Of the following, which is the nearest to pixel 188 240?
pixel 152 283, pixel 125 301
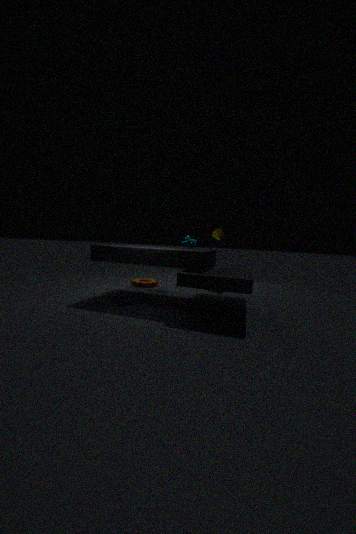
pixel 152 283
